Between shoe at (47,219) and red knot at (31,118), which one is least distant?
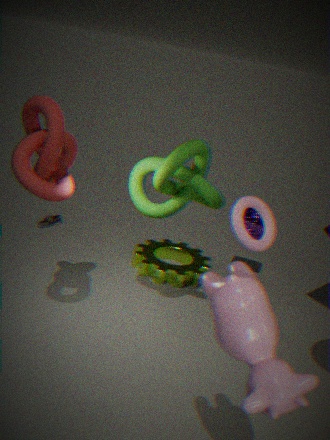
red knot at (31,118)
